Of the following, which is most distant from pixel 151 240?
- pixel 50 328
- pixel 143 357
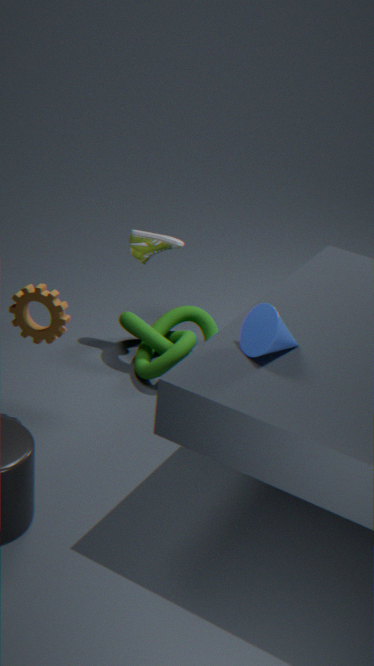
pixel 50 328
